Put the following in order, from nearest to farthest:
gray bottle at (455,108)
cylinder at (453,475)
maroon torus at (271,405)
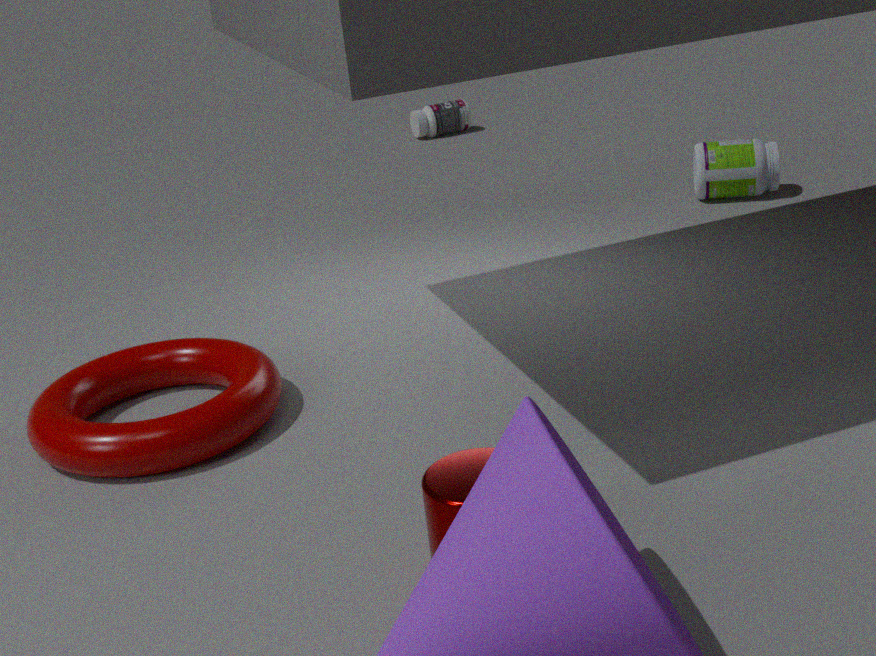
cylinder at (453,475) < maroon torus at (271,405) < gray bottle at (455,108)
